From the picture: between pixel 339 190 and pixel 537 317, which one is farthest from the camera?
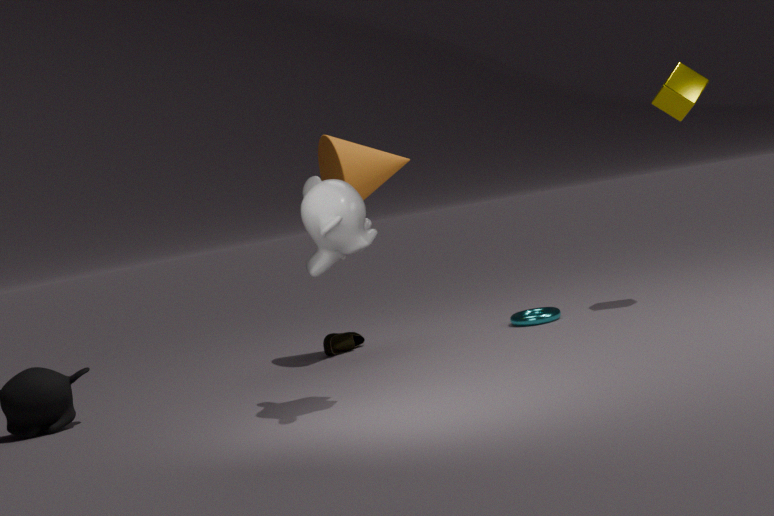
pixel 537 317
